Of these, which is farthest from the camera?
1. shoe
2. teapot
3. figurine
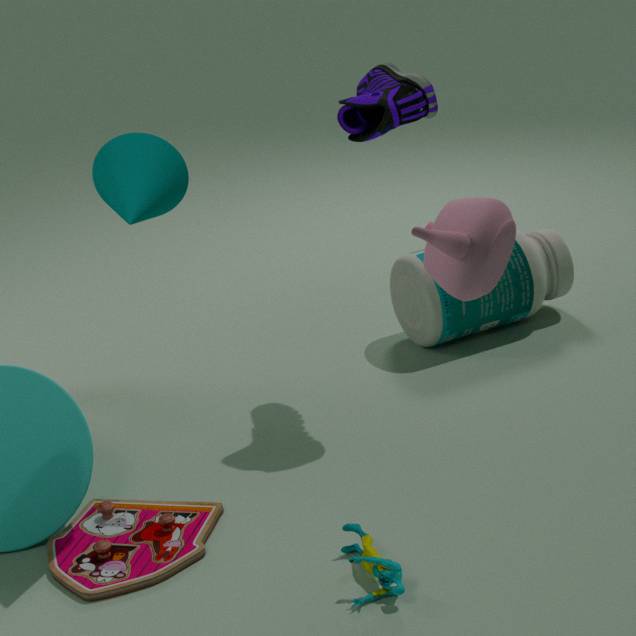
shoe
